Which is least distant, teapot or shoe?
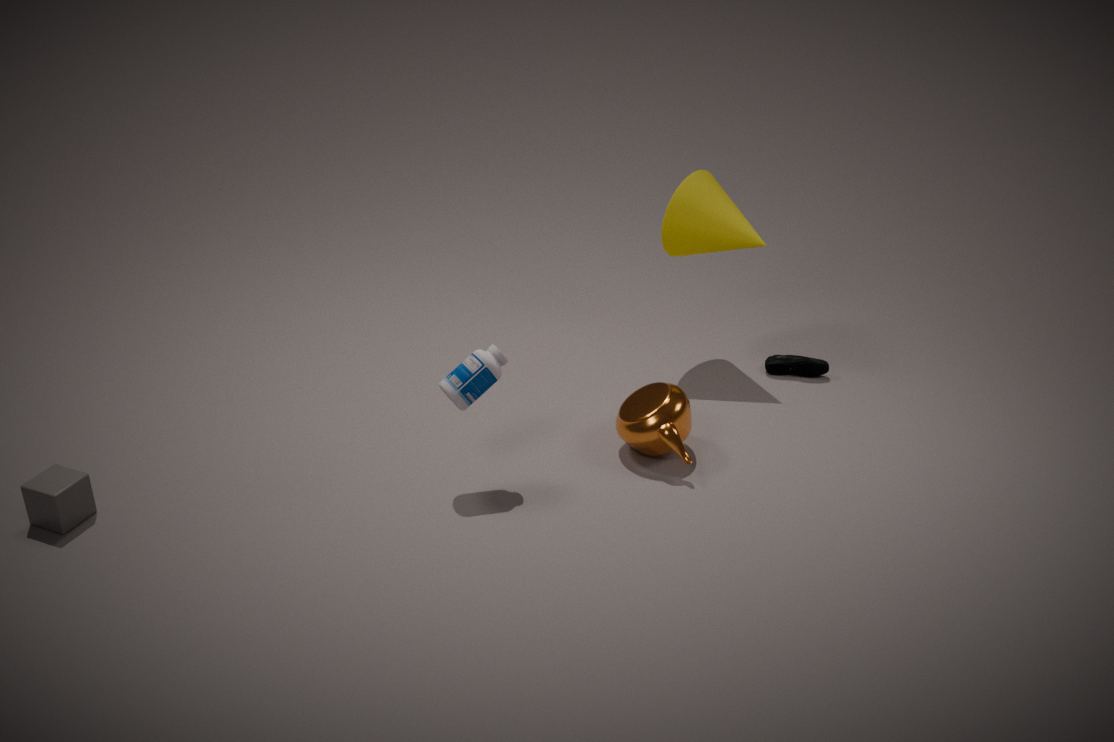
teapot
